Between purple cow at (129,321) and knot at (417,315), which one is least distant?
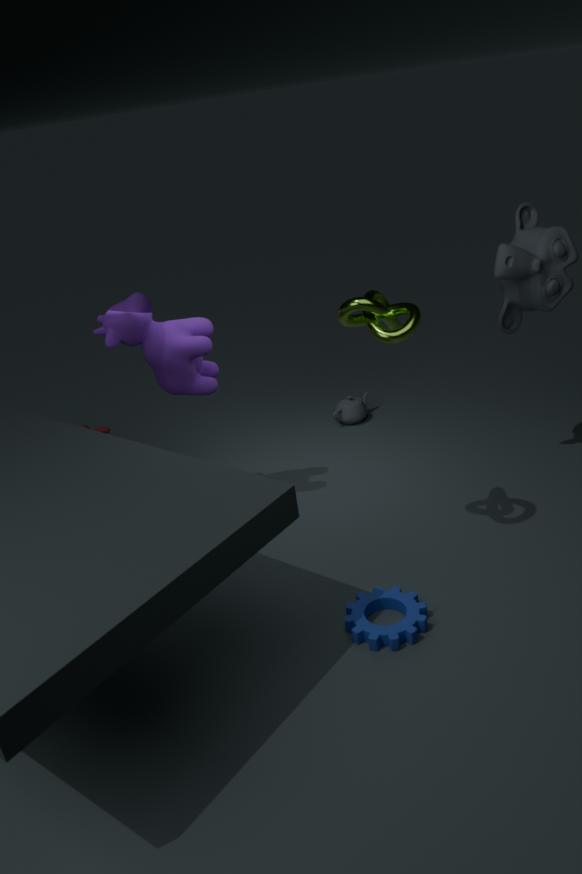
knot at (417,315)
